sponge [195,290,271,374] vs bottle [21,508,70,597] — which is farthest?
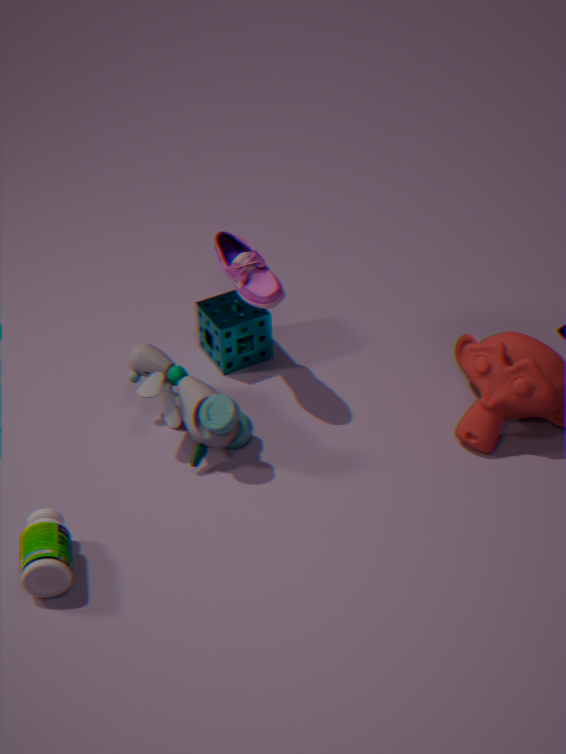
sponge [195,290,271,374]
